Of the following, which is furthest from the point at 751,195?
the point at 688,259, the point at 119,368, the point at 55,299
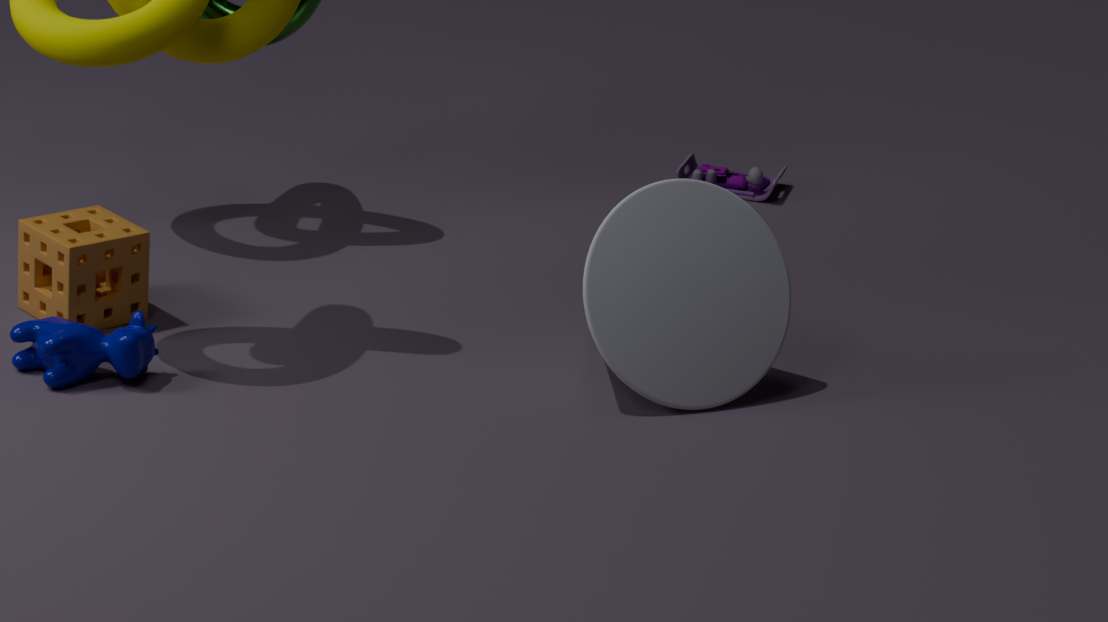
the point at 119,368
